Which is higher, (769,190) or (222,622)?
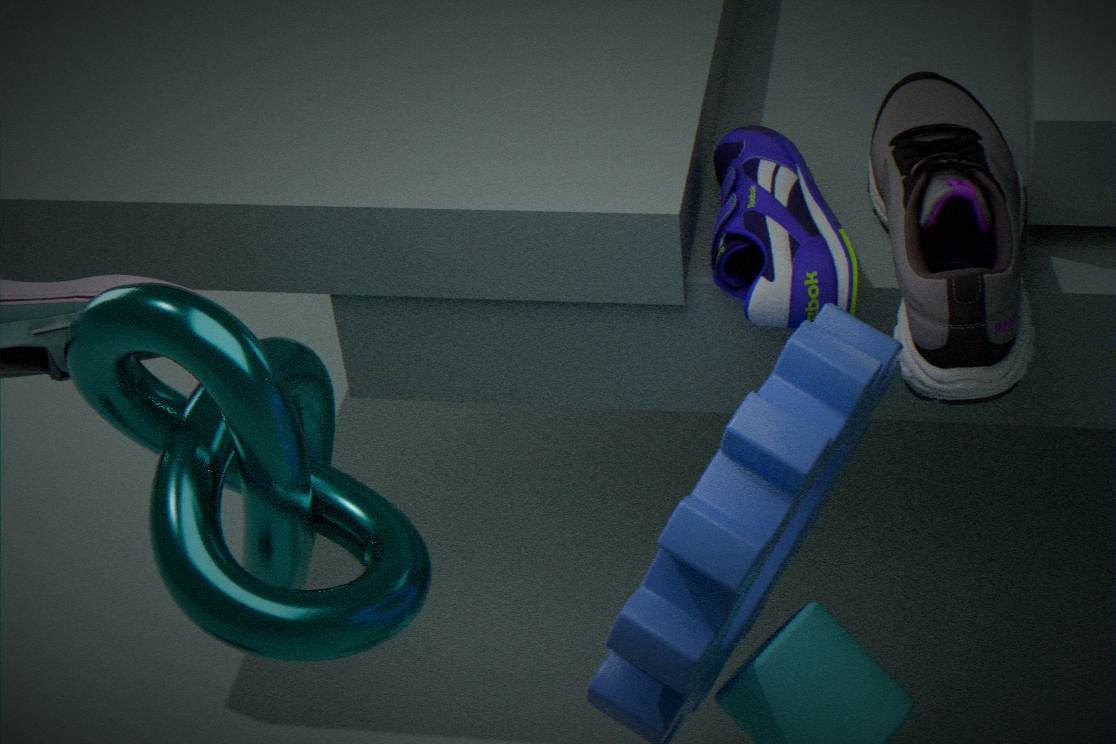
(769,190)
